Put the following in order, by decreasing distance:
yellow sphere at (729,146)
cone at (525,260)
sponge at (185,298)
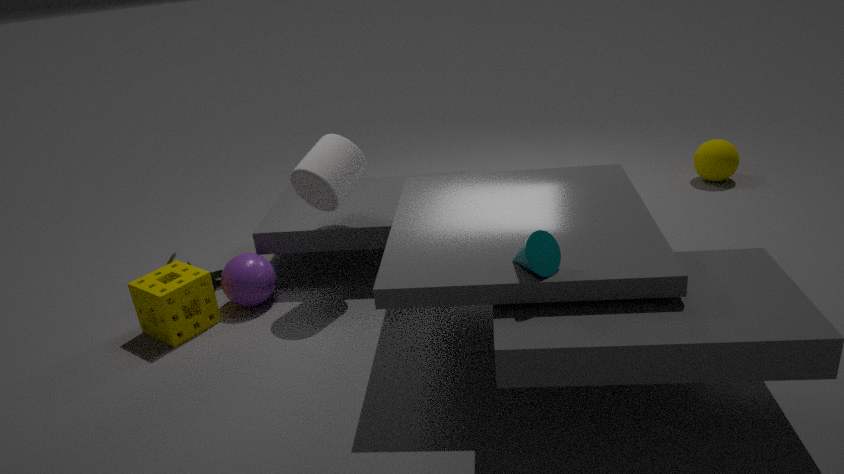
1. yellow sphere at (729,146)
2. sponge at (185,298)
3. cone at (525,260)
